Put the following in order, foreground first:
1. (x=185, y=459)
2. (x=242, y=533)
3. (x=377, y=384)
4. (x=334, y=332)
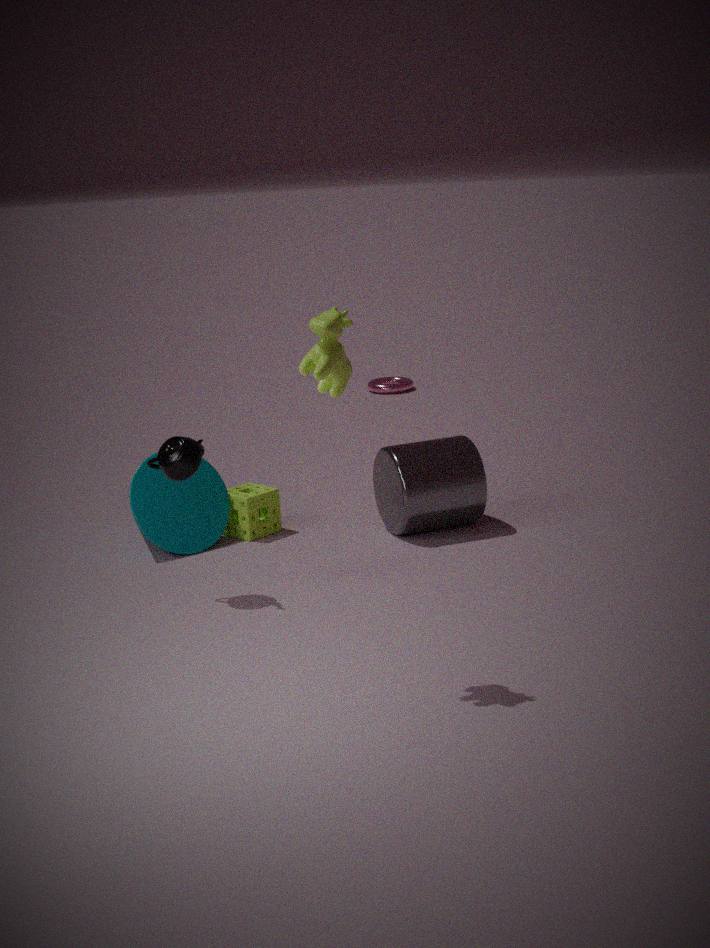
(x=334, y=332)
(x=185, y=459)
(x=242, y=533)
(x=377, y=384)
